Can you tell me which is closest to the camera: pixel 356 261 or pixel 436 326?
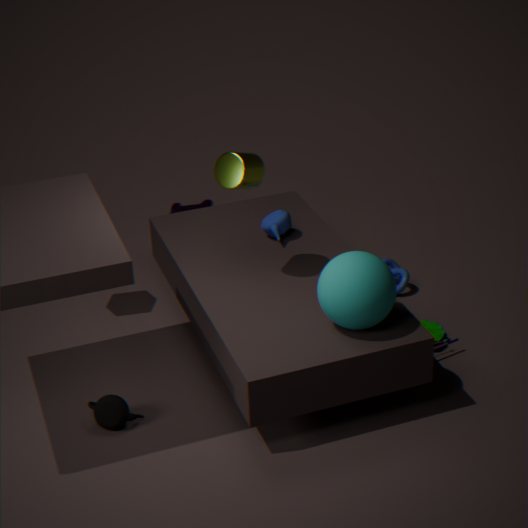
pixel 356 261
